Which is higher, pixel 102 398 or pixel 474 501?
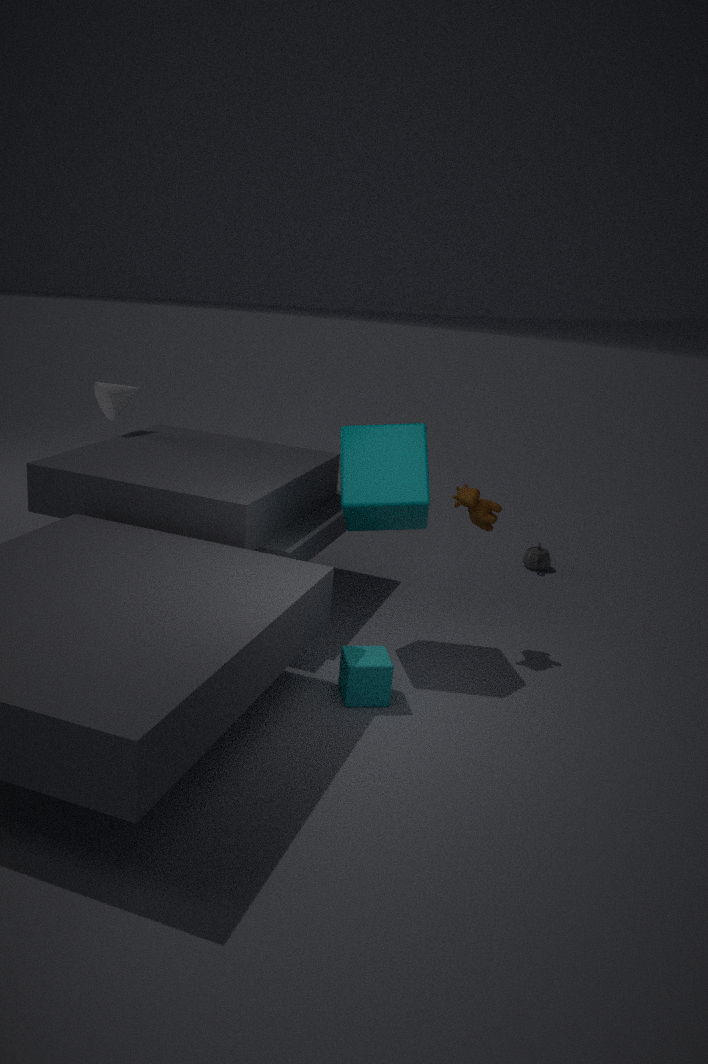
pixel 102 398
